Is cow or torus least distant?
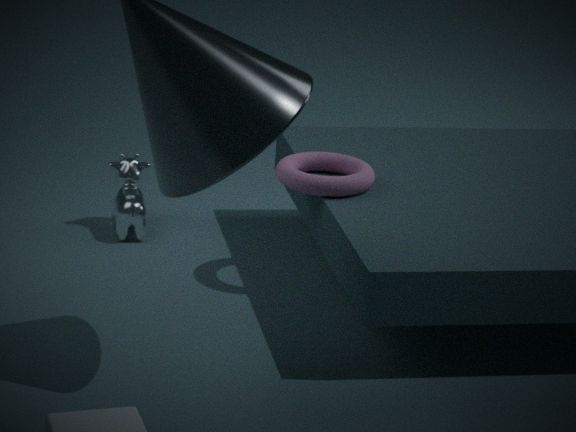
torus
